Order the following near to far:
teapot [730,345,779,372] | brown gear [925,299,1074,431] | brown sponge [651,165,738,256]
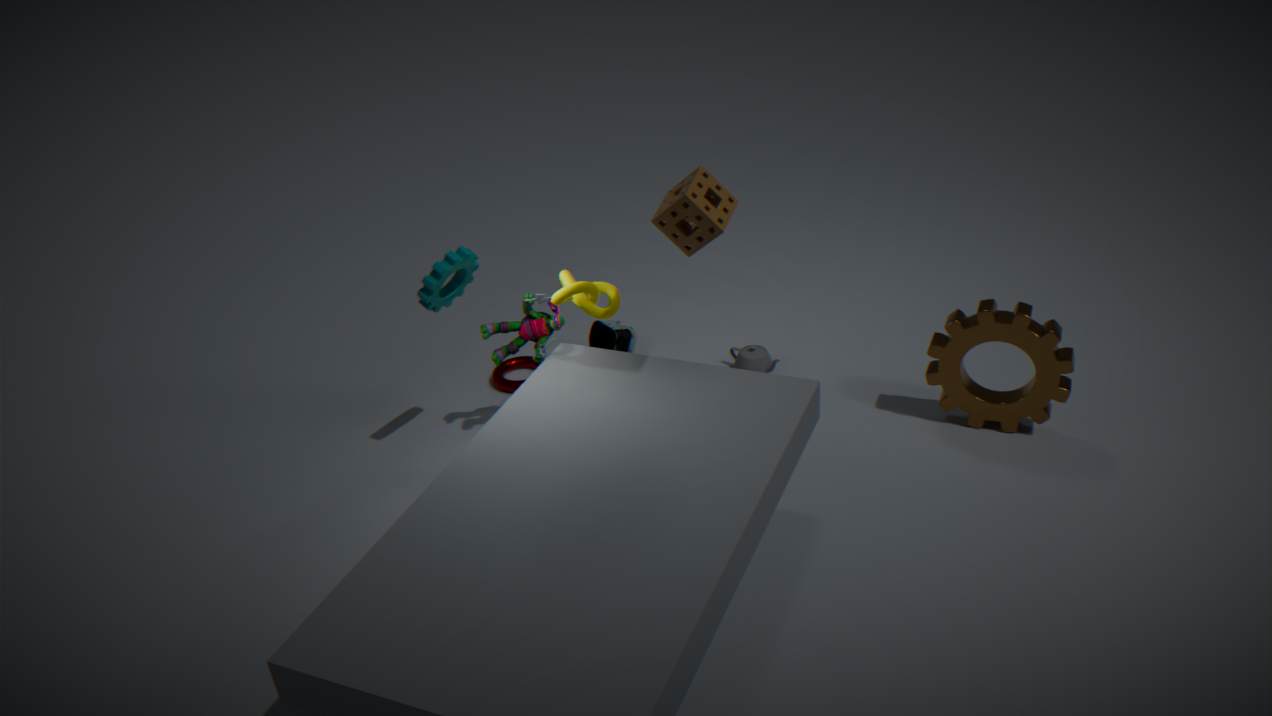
1. brown sponge [651,165,738,256]
2. brown gear [925,299,1074,431]
3. teapot [730,345,779,372]
